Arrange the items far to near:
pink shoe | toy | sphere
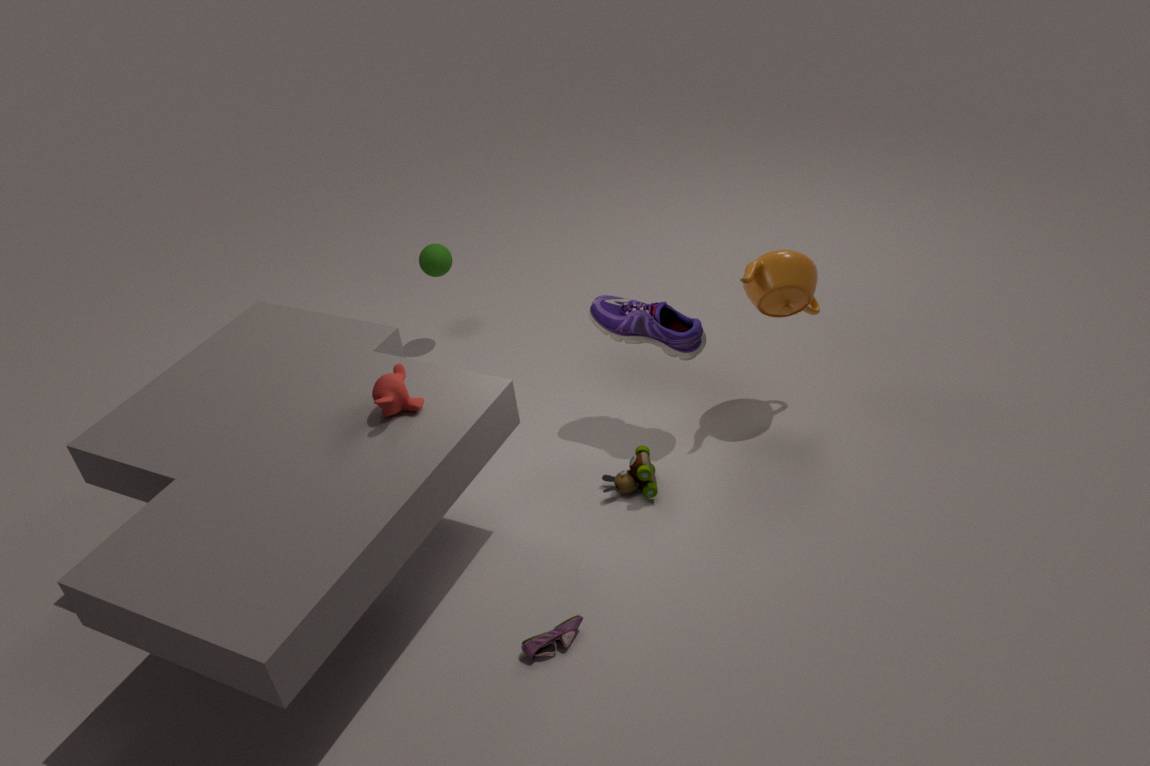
1. sphere
2. toy
3. pink shoe
